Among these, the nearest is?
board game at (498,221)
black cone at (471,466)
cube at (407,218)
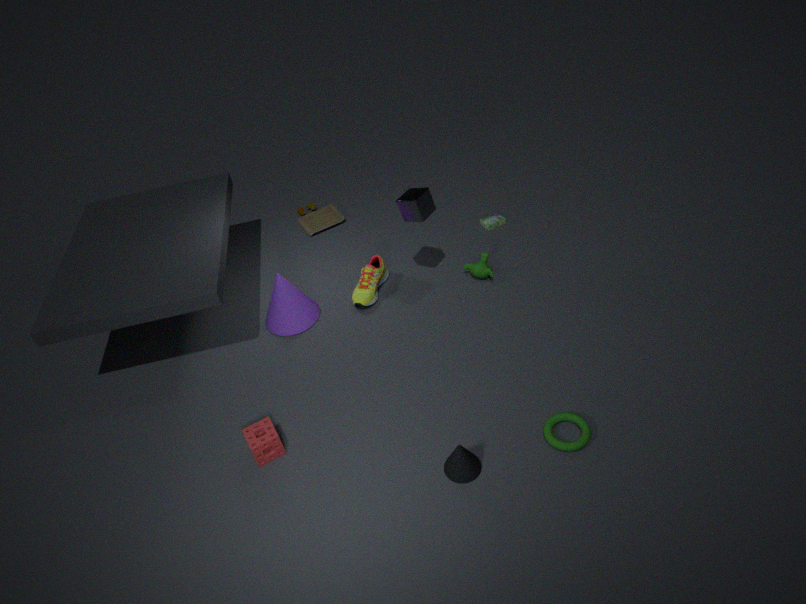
black cone at (471,466)
